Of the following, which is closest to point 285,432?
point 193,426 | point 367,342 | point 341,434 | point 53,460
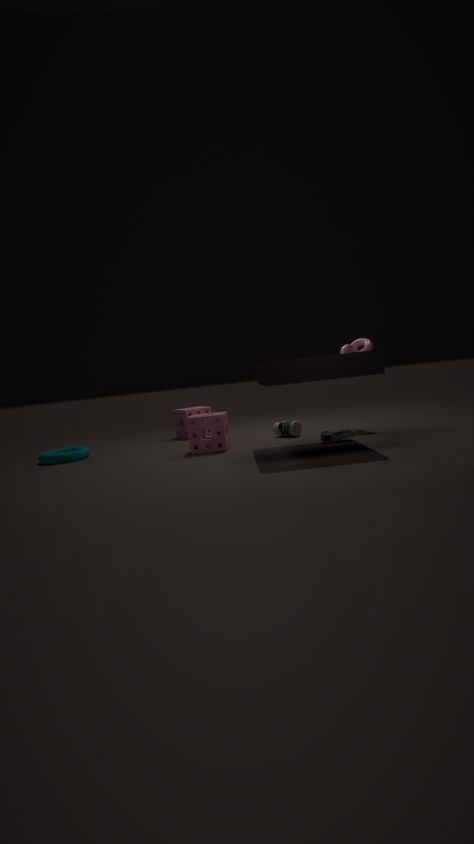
point 341,434
